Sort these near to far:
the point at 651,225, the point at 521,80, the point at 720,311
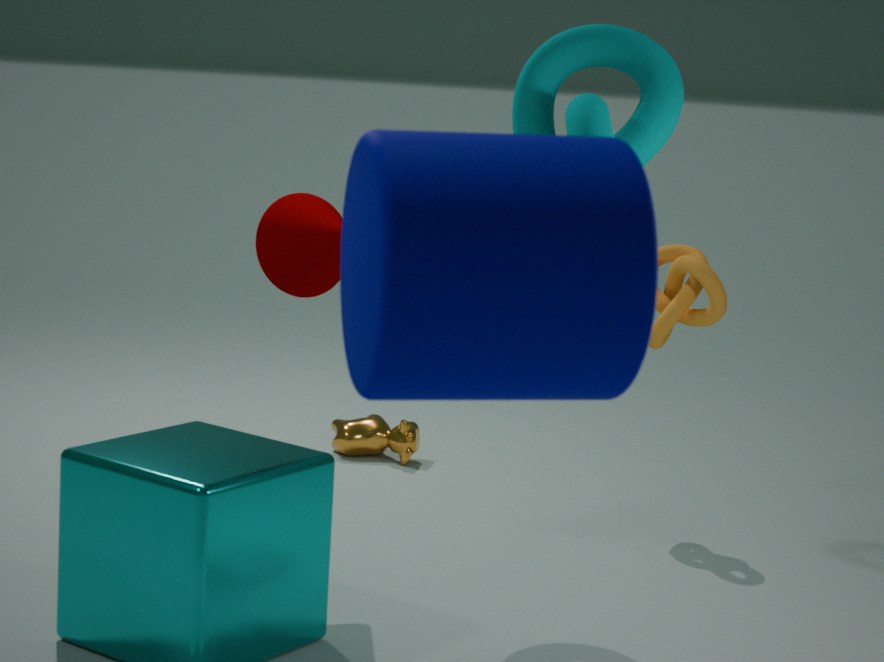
the point at 651,225, the point at 521,80, the point at 720,311
